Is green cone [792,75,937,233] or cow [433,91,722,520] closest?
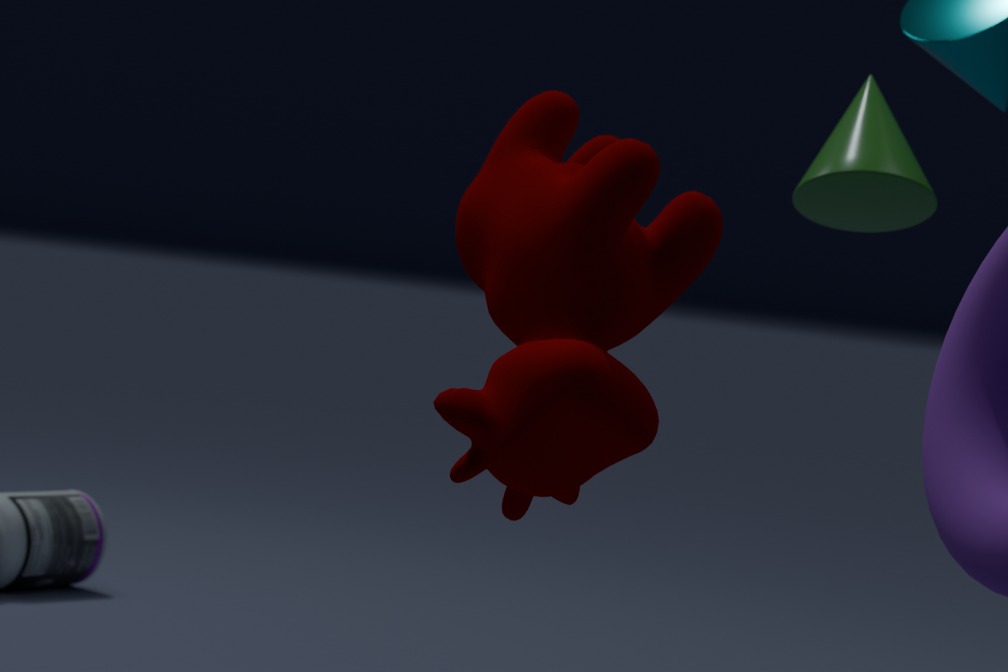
cow [433,91,722,520]
